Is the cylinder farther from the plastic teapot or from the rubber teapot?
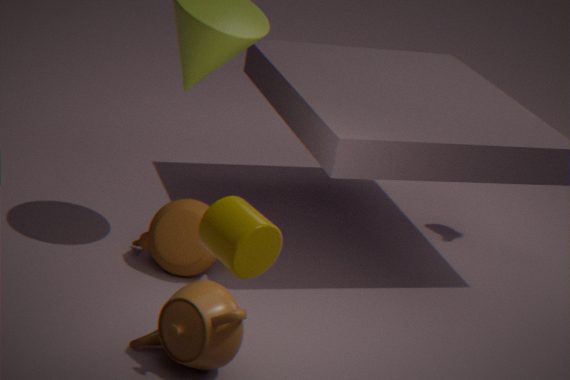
the rubber teapot
